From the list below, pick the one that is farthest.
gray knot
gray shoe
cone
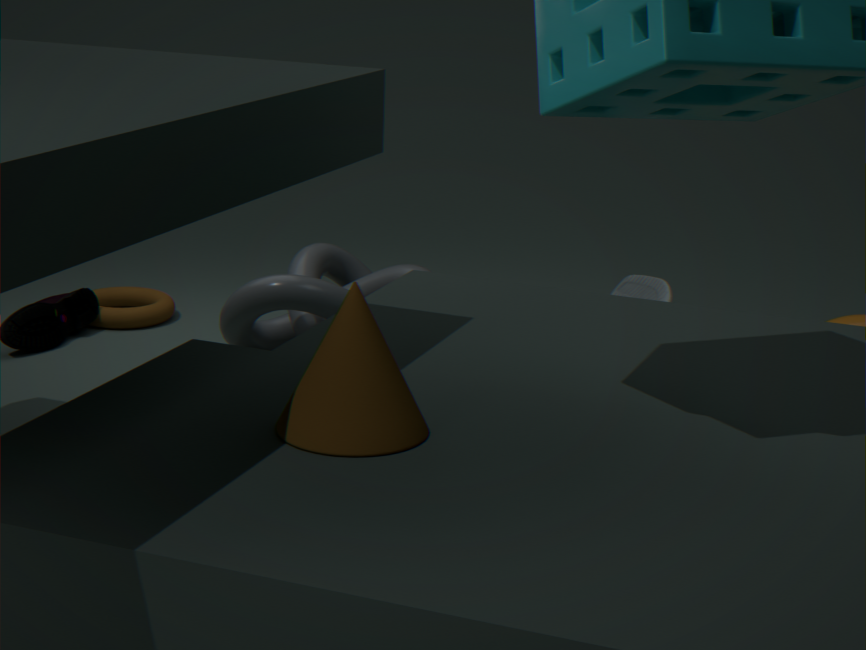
gray shoe
